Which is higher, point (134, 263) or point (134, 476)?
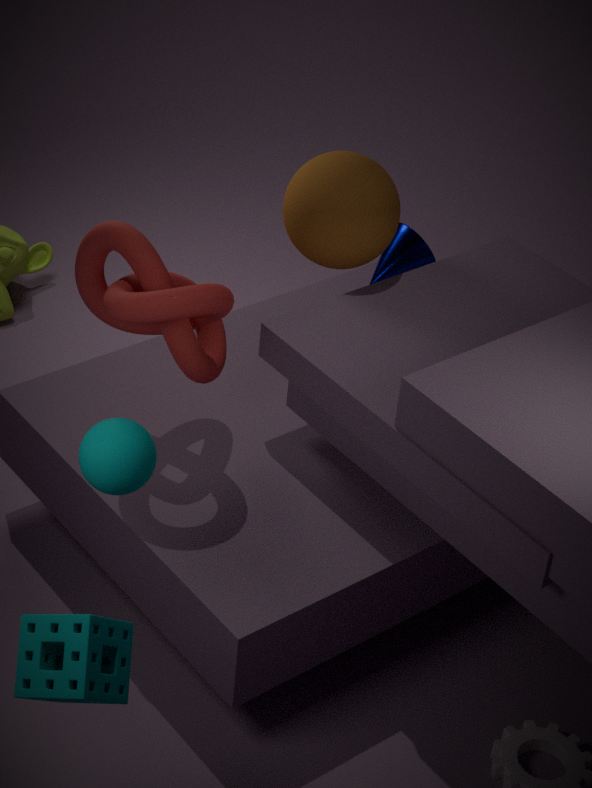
point (134, 476)
